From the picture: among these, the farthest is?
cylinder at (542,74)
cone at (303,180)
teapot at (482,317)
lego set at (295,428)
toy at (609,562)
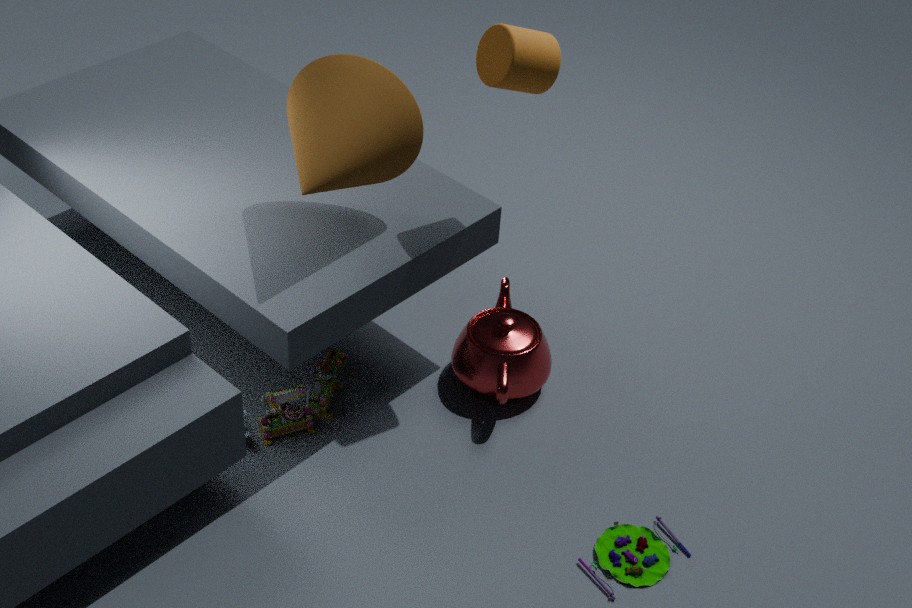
teapot at (482,317)
